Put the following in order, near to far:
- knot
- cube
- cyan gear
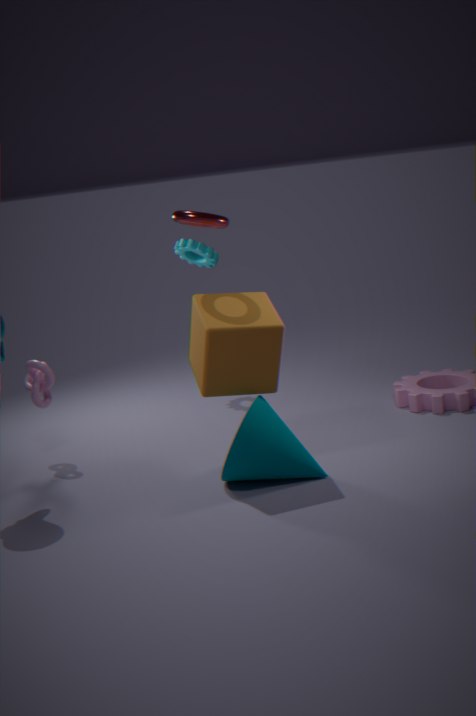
1. cube
2. knot
3. cyan gear
